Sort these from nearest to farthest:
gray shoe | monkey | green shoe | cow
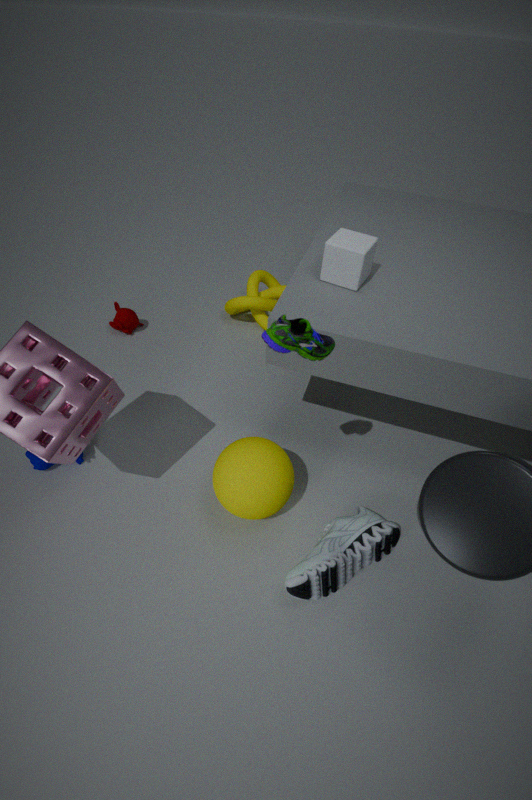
green shoe < gray shoe < cow < monkey
